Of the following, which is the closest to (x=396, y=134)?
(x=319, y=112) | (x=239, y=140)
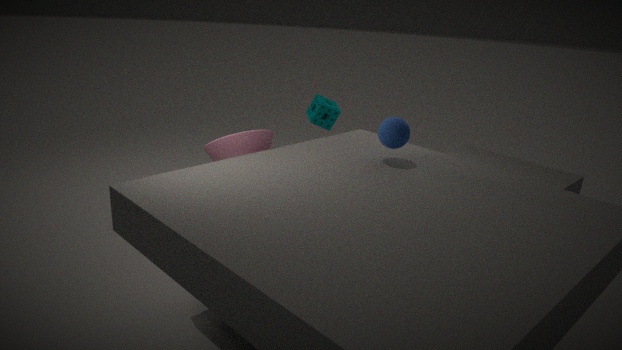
(x=239, y=140)
